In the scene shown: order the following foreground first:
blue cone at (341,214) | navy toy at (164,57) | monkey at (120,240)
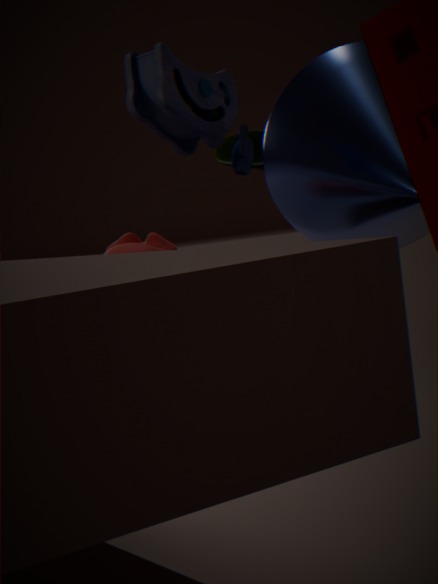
navy toy at (164,57) < blue cone at (341,214) < monkey at (120,240)
